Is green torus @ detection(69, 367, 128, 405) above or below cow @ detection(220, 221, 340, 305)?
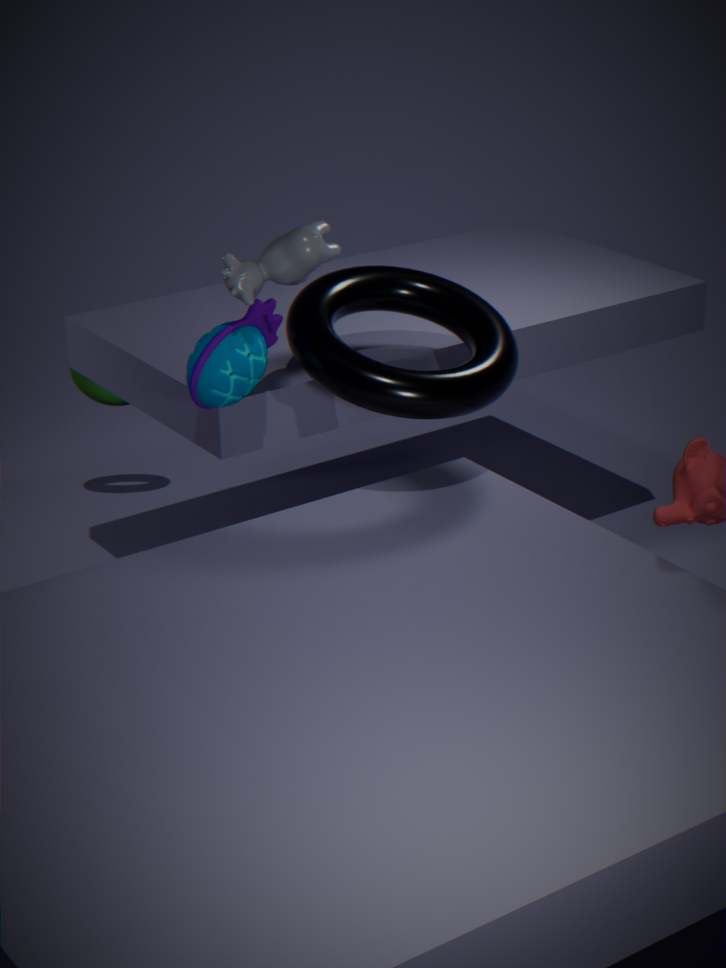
below
